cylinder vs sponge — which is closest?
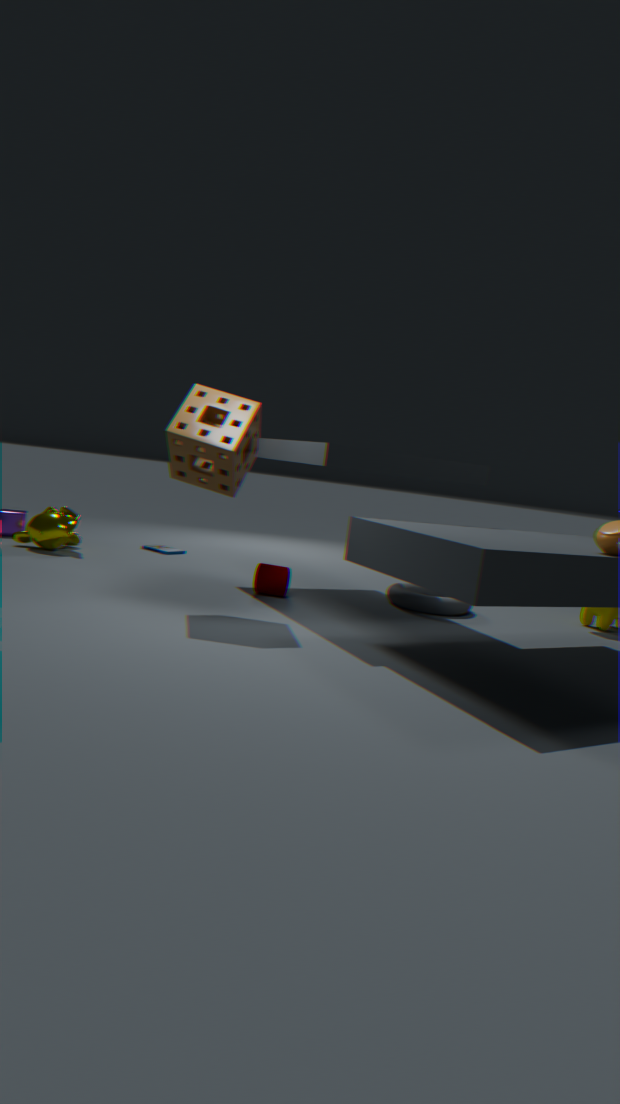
sponge
